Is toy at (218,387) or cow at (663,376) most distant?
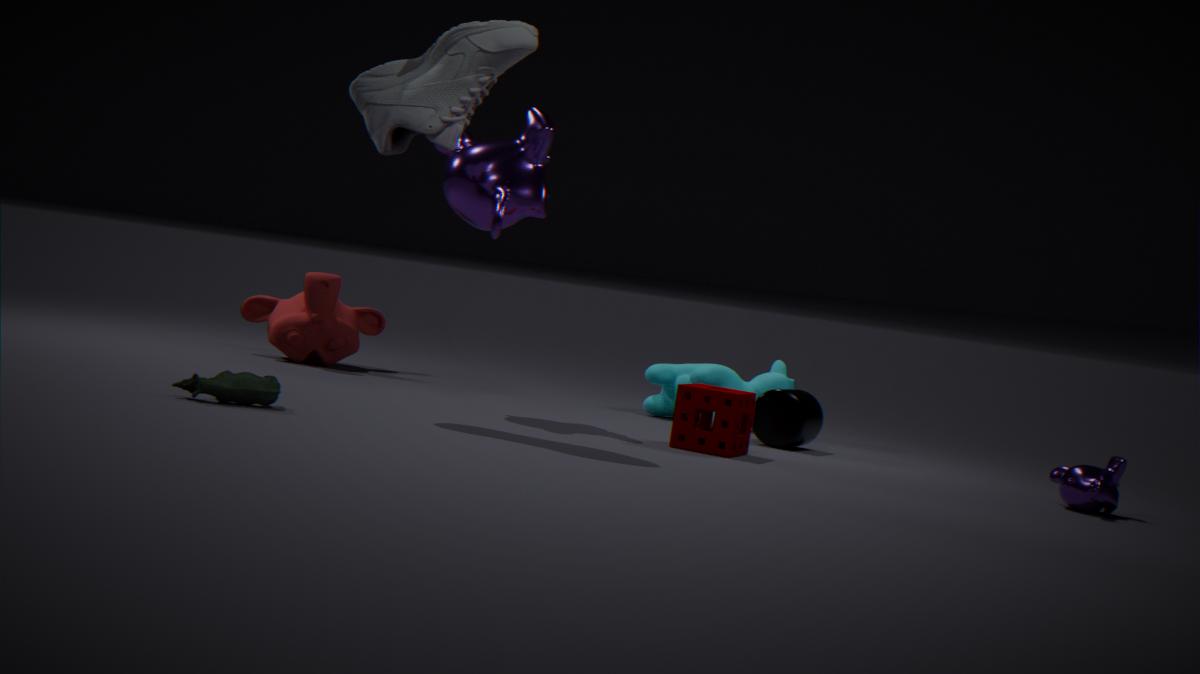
cow at (663,376)
